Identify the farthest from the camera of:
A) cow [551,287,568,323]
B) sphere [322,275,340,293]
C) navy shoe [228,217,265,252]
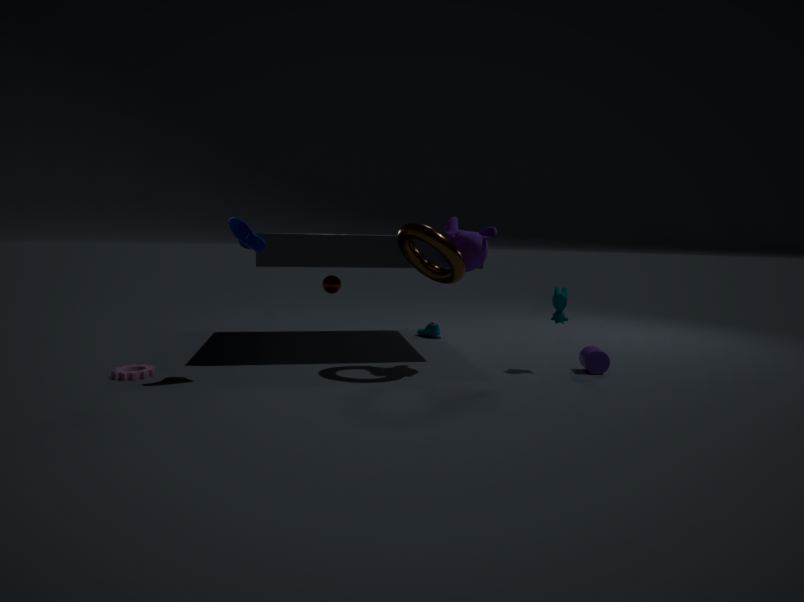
sphere [322,275,340,293]
